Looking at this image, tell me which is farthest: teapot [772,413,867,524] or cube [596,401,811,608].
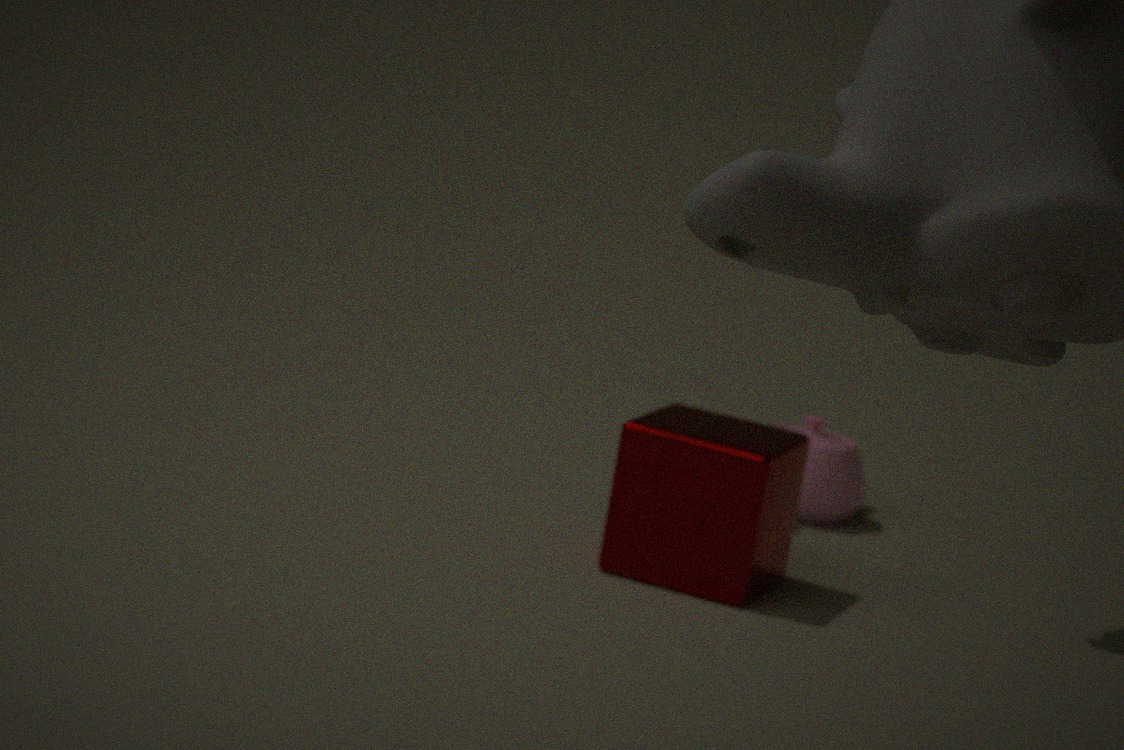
teapot [772,413,867,524]
